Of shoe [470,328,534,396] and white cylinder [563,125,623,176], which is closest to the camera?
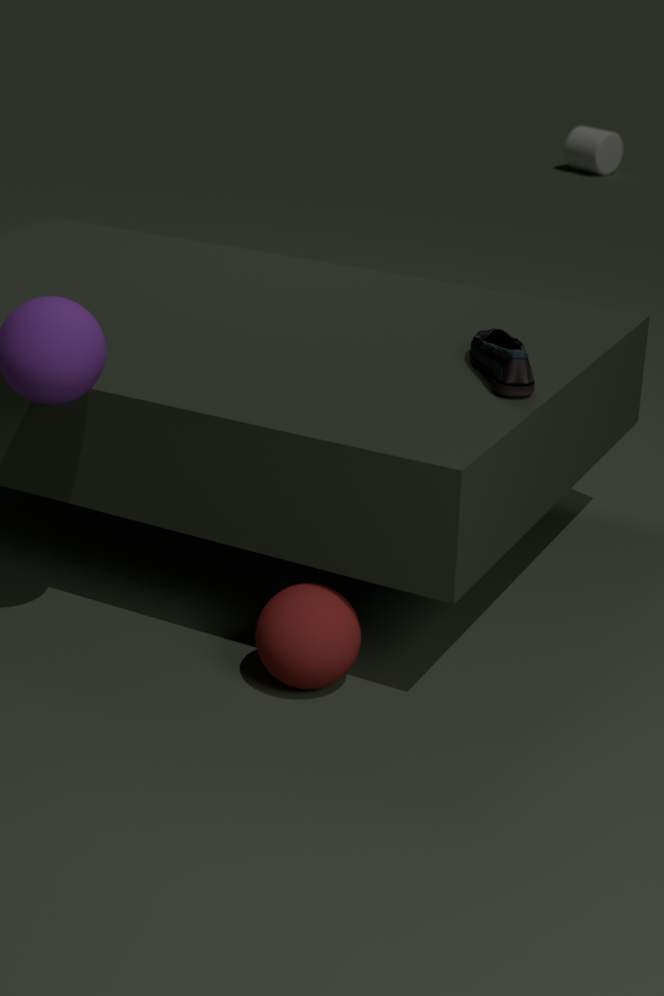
shoe [470,328,534,396]
